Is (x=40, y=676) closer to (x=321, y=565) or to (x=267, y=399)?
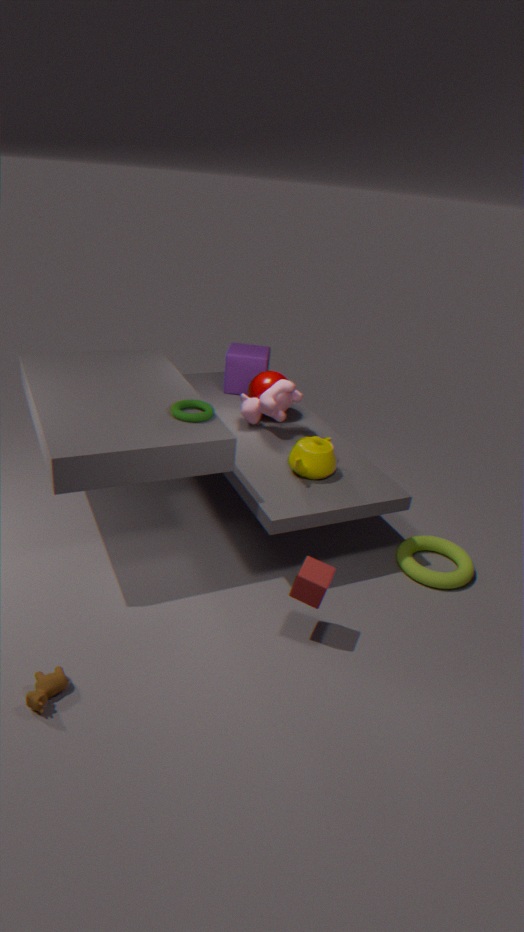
(x=321, y=565)
